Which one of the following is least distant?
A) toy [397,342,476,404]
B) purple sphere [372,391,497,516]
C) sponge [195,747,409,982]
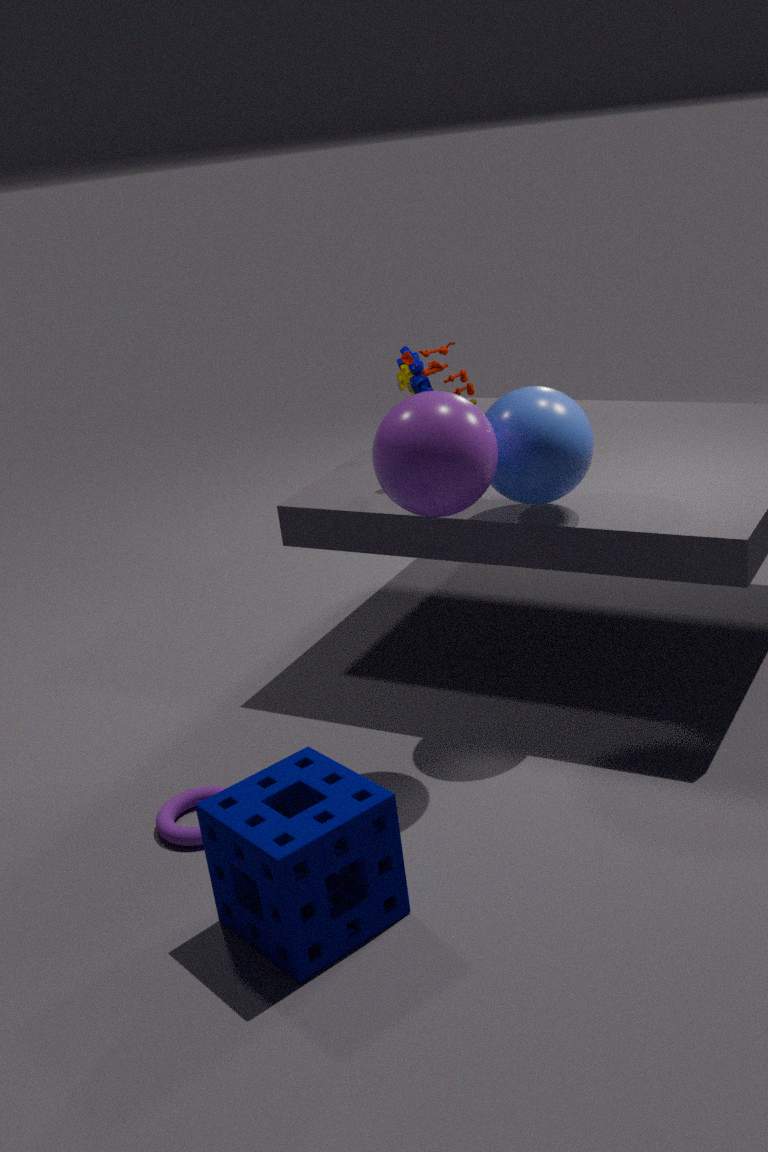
sponge [195,747,409,982]
